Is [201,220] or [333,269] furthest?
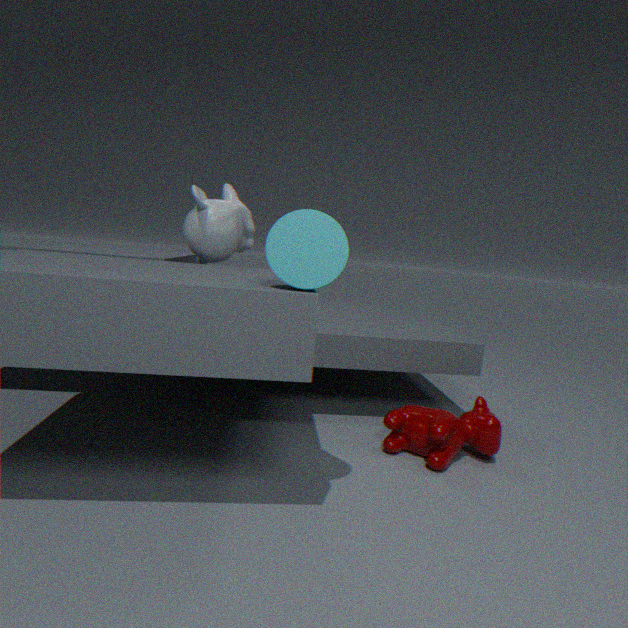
[201,220]
